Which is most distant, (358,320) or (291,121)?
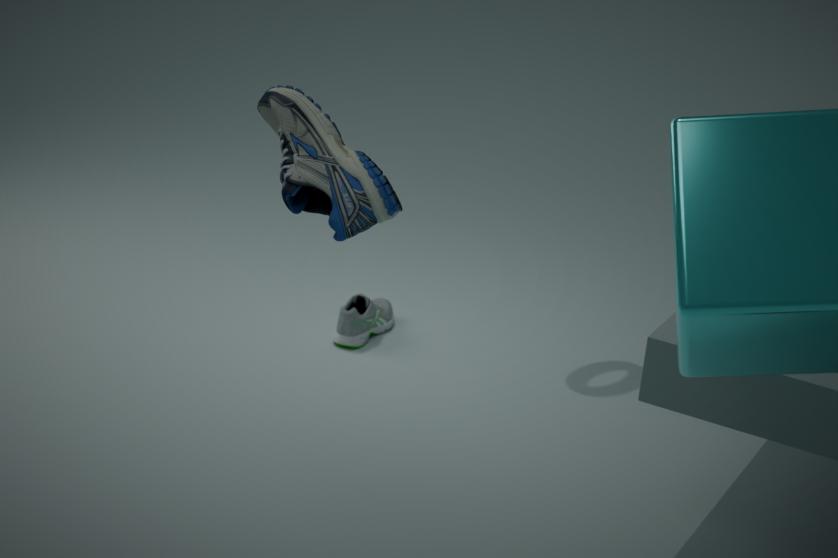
(358,320)
